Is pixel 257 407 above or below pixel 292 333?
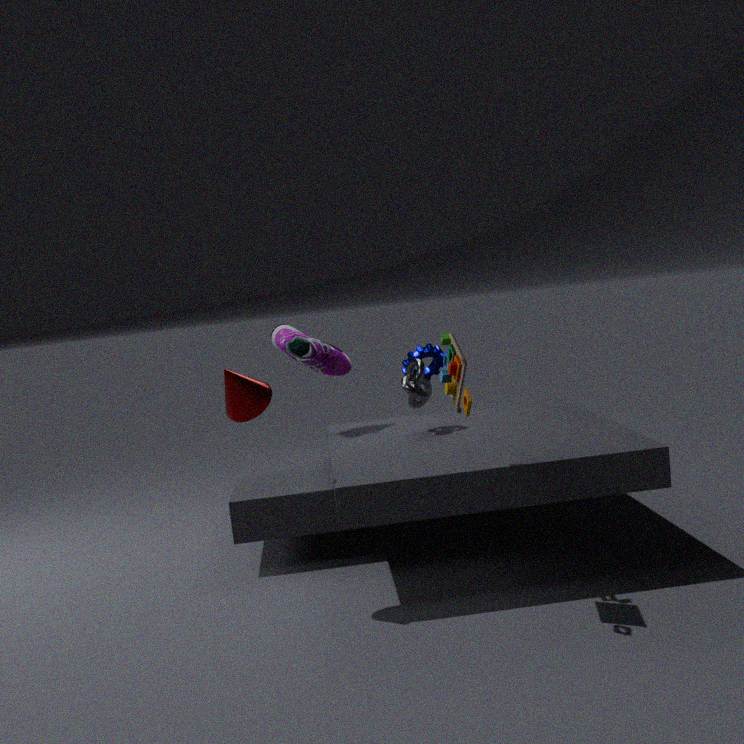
below
